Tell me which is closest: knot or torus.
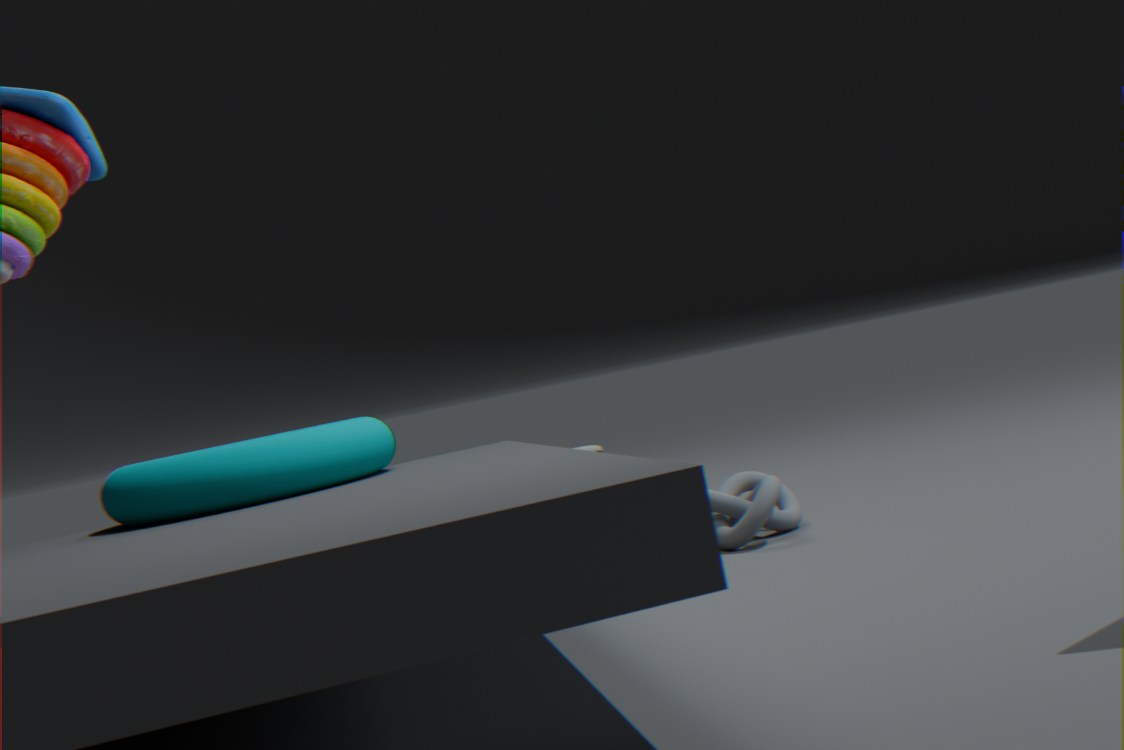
torus
